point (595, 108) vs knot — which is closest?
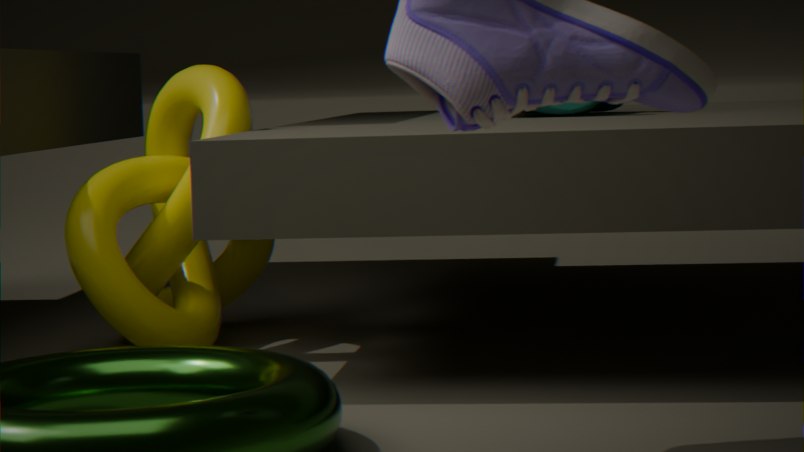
knot
